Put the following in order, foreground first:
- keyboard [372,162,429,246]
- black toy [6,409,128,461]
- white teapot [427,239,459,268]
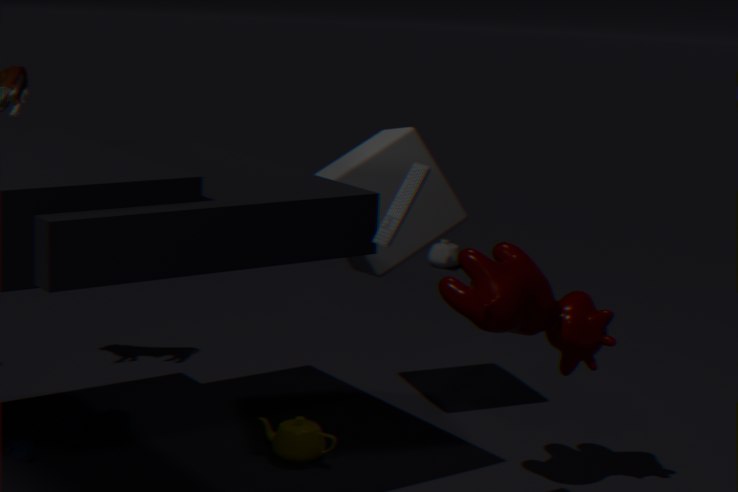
keyboard [372,162,429,246] → black toy [6,409,128,461] → white teapot [427,239,459,268]
